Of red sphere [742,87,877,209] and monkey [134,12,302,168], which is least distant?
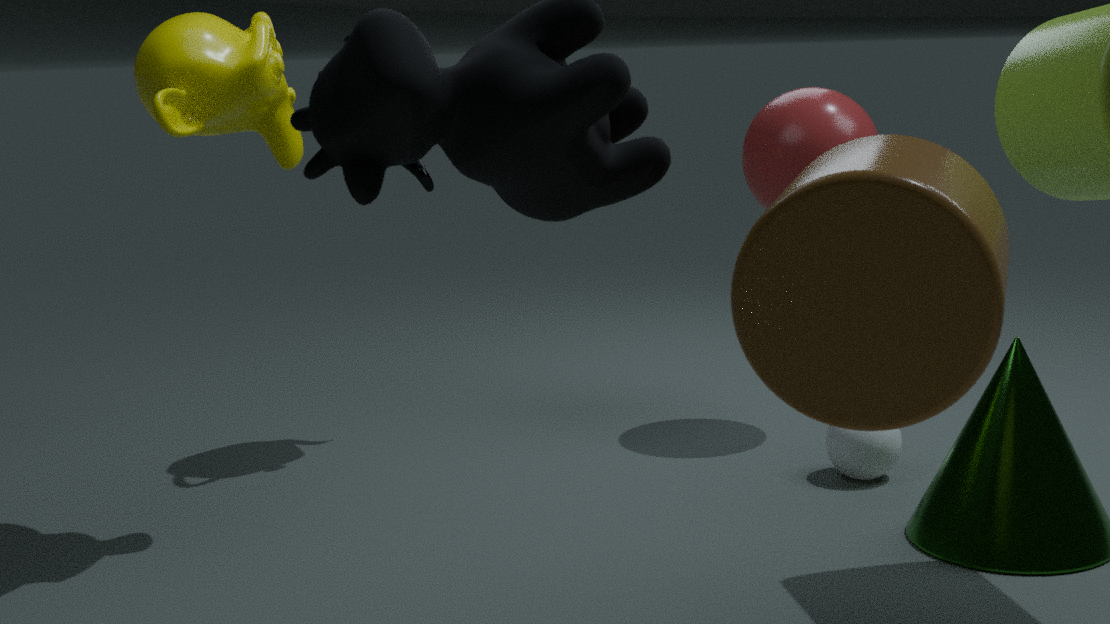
monkey [134,12,302,168]
